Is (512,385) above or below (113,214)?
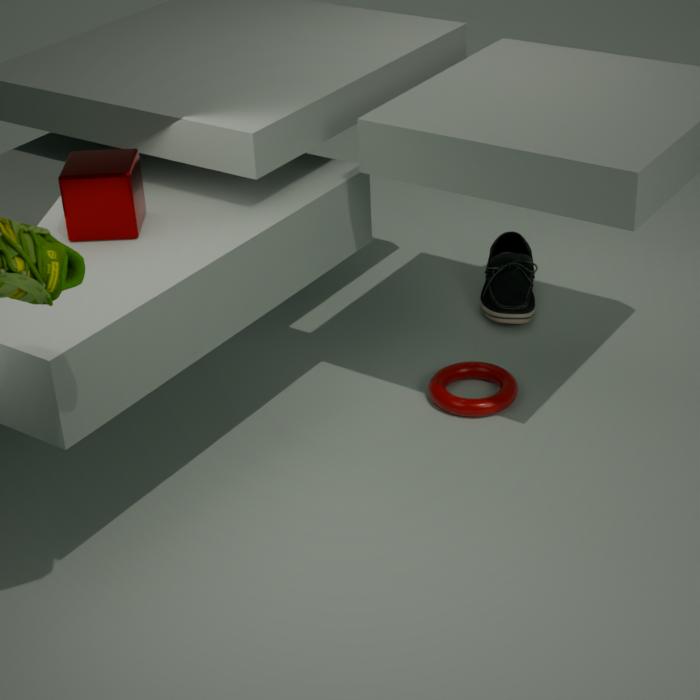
below
